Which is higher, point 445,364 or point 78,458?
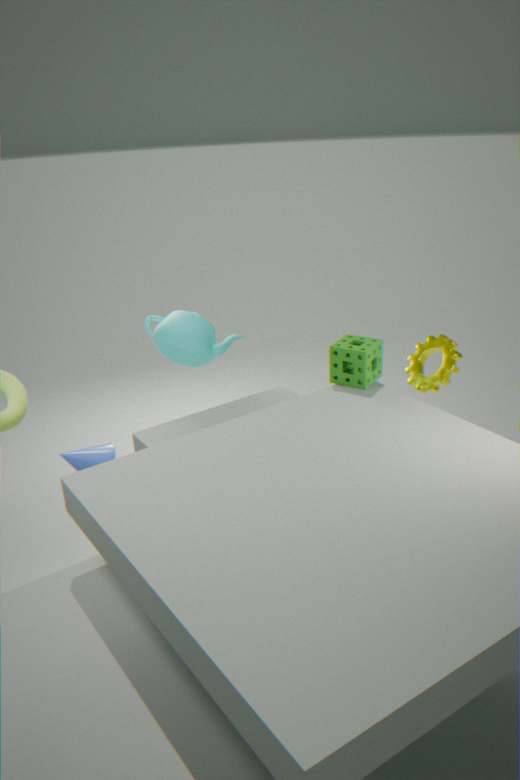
point 445,364
